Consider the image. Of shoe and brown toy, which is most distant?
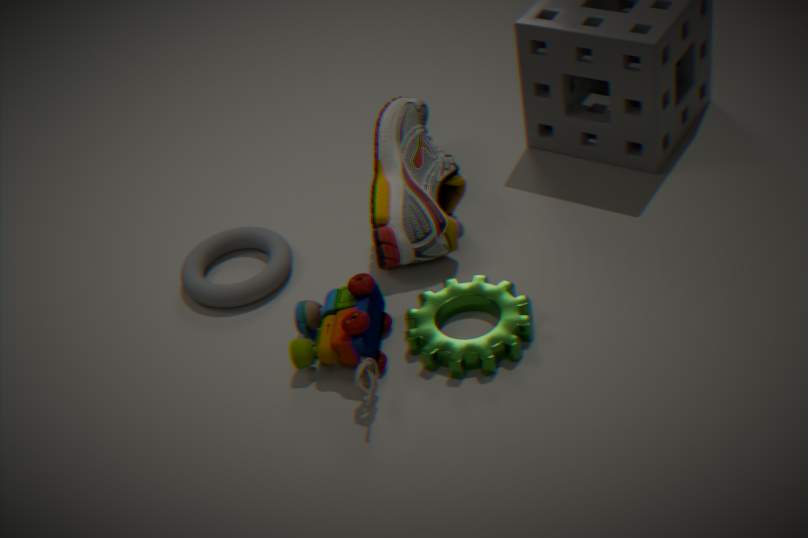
shoe
